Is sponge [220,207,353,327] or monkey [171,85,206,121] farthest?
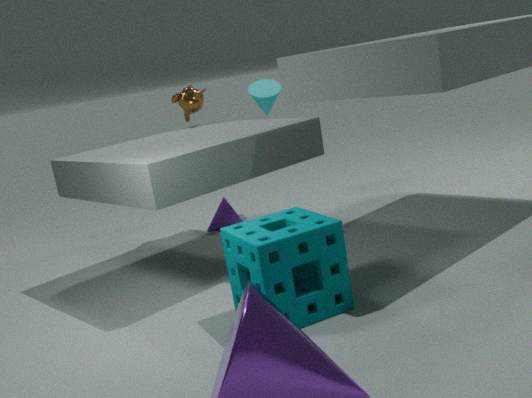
monkey [171,85,206,121]
